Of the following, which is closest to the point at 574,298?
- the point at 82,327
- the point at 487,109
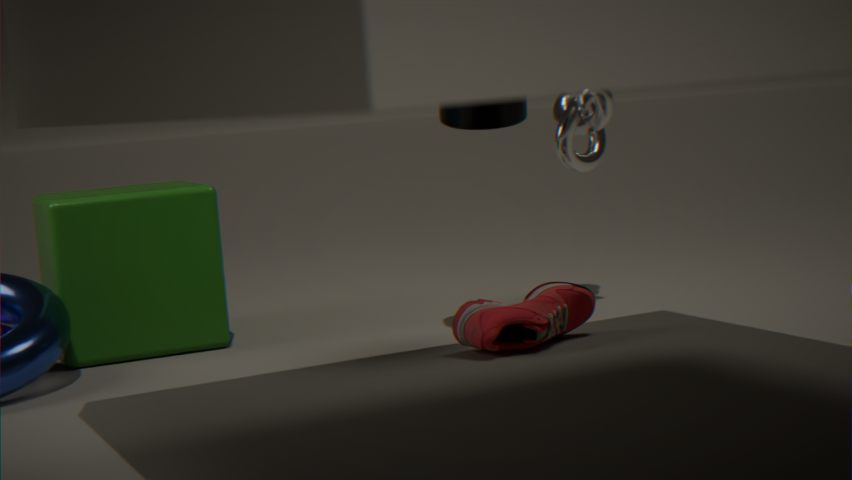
the point at 487,109
